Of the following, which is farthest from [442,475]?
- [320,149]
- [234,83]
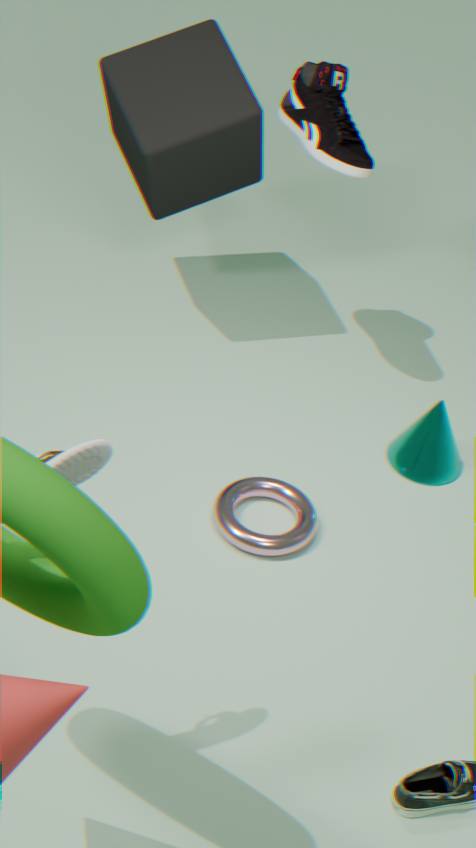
[234,83]
